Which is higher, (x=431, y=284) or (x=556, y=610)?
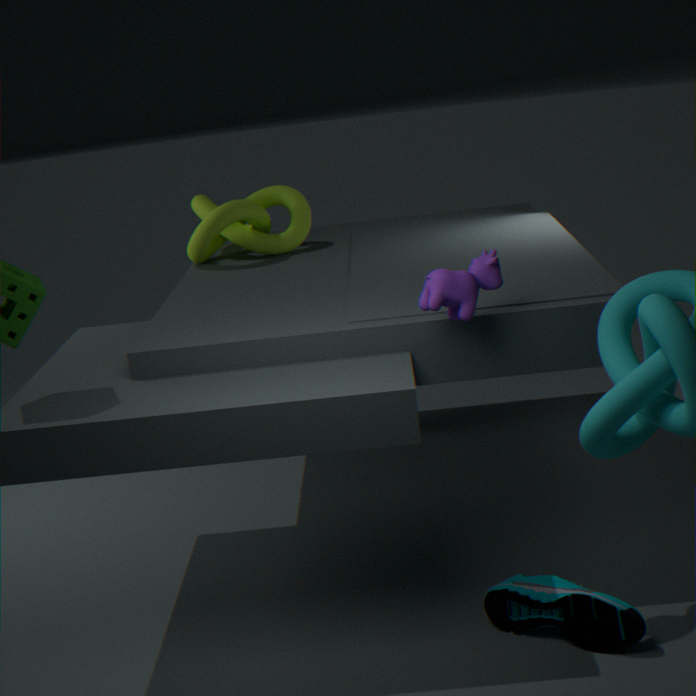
(x=431, y=284)
